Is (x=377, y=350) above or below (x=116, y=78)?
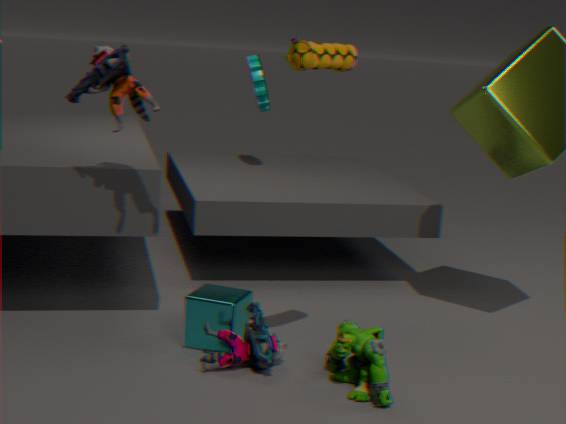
below
